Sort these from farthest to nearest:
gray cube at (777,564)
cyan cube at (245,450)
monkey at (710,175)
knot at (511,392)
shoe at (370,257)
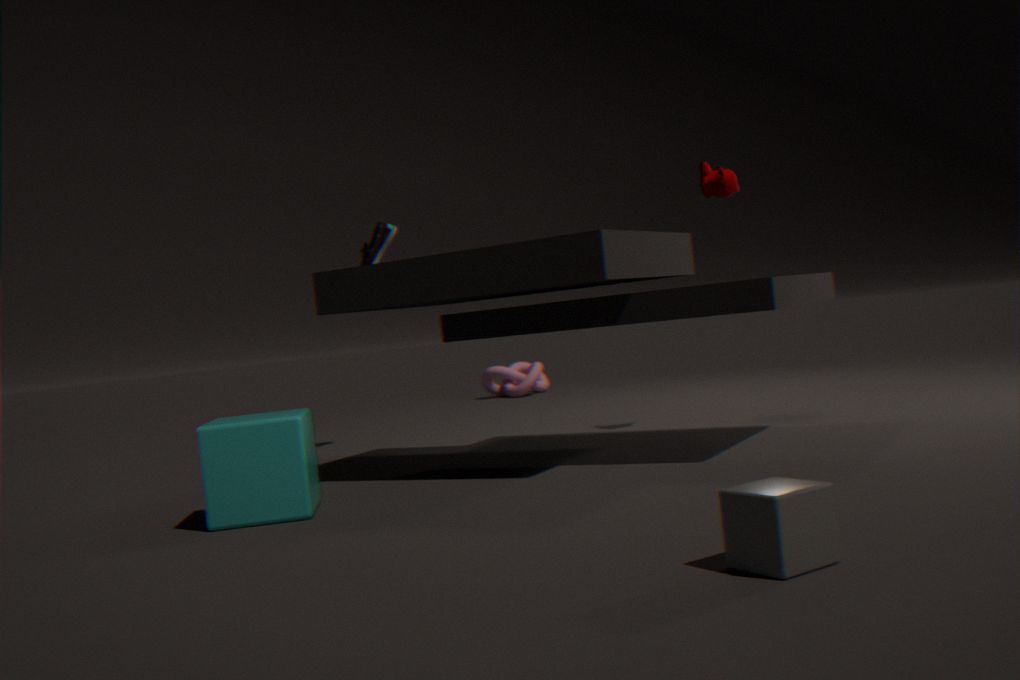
knot at (511,392)
shoe at (370,257)
monkey at (710,175)
cyan cube at (245,450)
gray cube at (777,564)
